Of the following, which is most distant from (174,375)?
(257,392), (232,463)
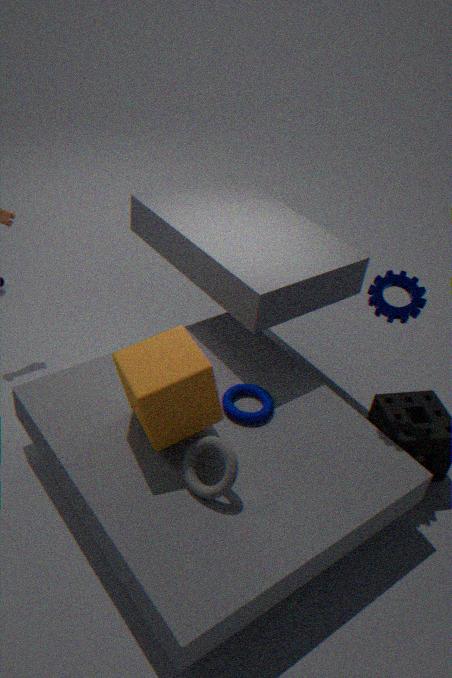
(257,392)
